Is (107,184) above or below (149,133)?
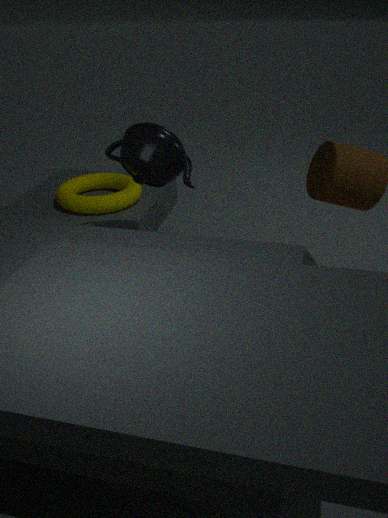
below
